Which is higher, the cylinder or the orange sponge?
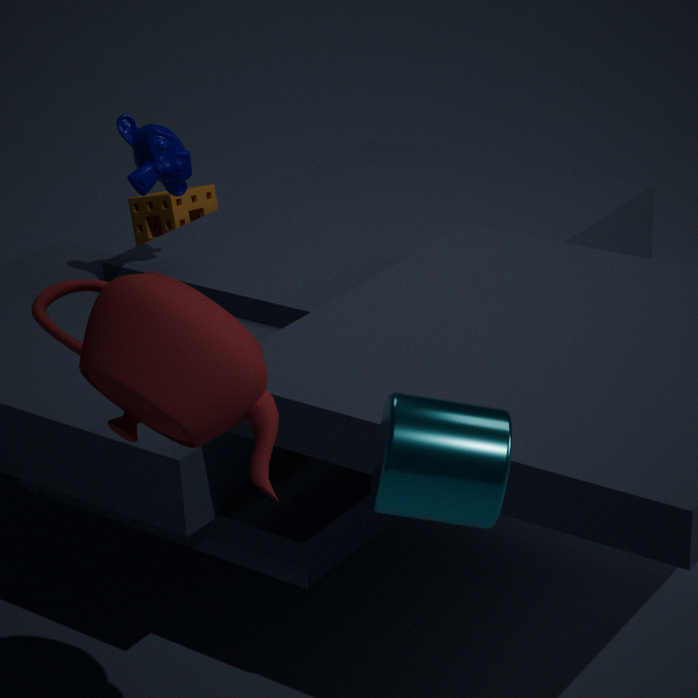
the cylinder
